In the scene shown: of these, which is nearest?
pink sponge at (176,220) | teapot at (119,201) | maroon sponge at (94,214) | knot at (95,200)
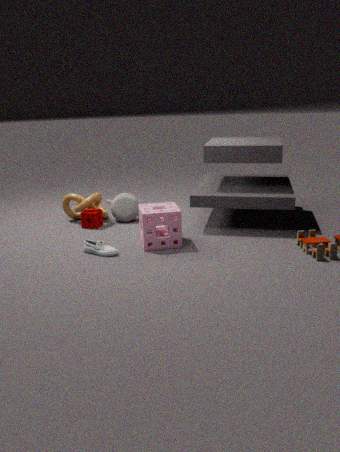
pink sponge at (176,220)
